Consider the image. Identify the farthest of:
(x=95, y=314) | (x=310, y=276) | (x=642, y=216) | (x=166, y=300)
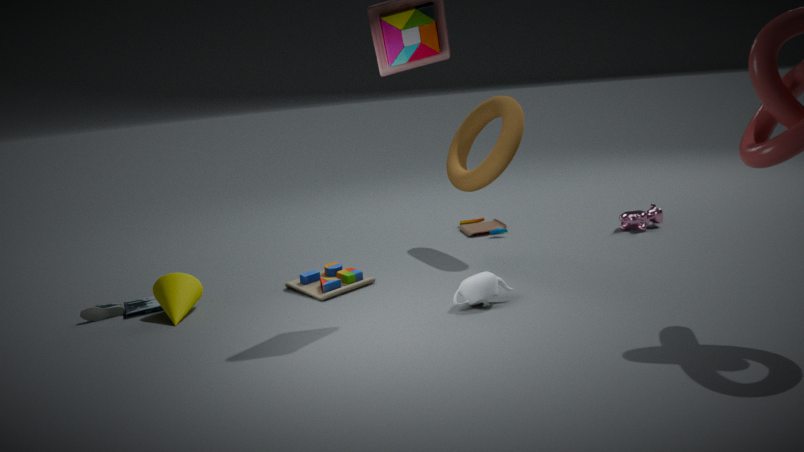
(x=642, y=216)
